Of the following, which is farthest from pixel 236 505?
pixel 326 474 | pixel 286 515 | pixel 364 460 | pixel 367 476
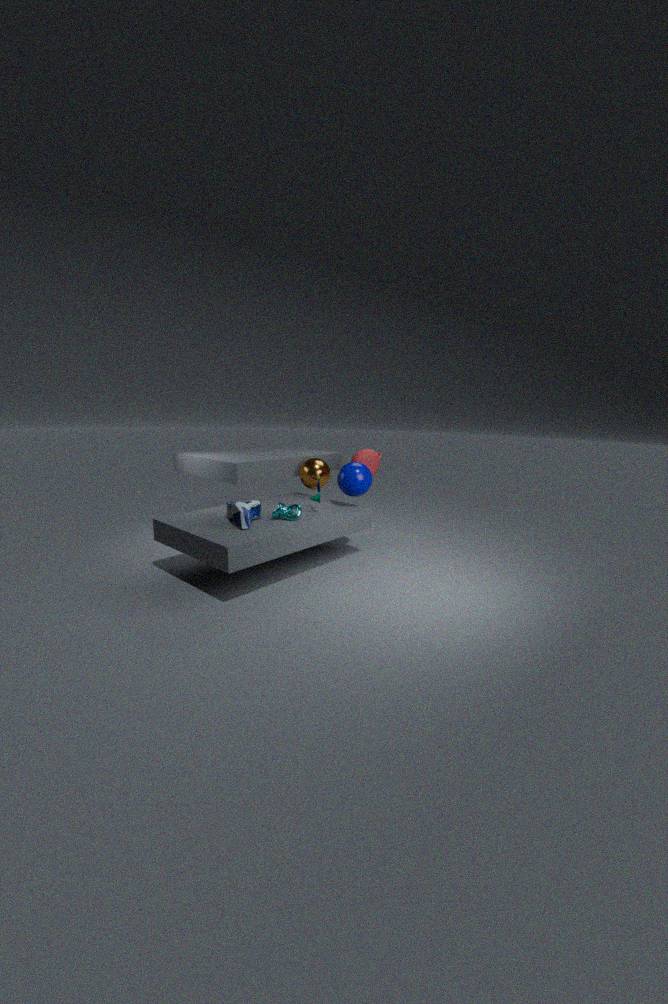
pixel 364 460
